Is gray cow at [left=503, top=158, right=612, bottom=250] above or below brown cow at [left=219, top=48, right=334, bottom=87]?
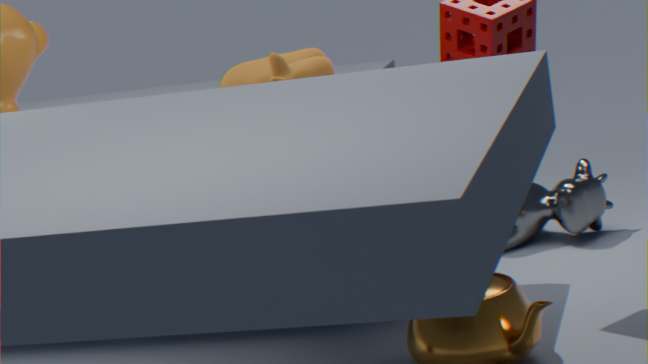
below
